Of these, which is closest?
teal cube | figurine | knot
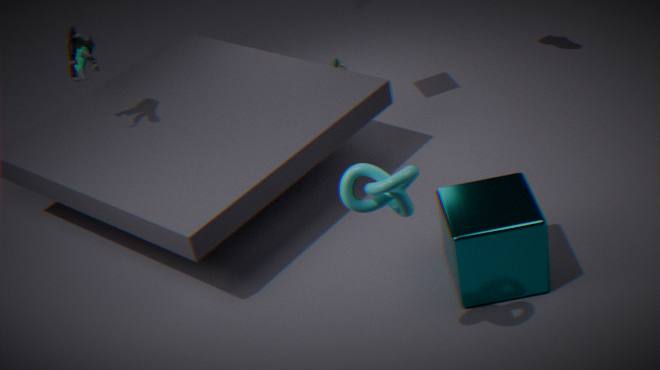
knot
